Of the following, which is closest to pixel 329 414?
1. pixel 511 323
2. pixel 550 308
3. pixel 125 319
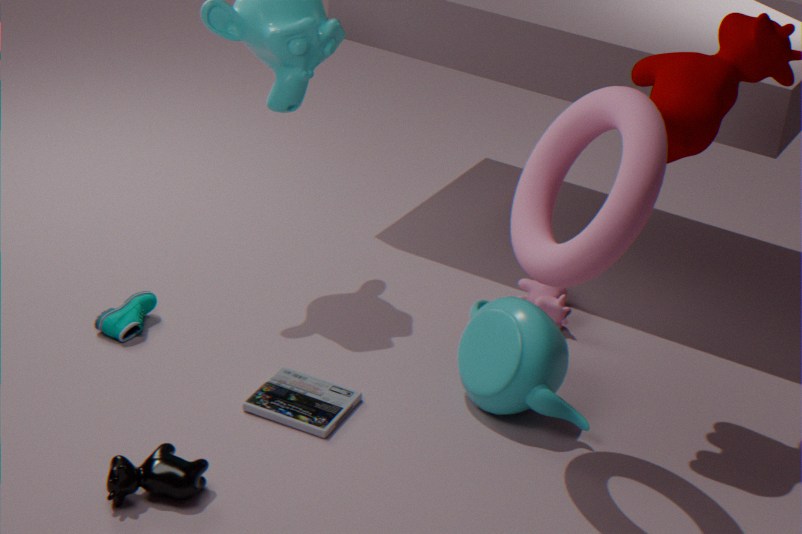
pixel 511 323
